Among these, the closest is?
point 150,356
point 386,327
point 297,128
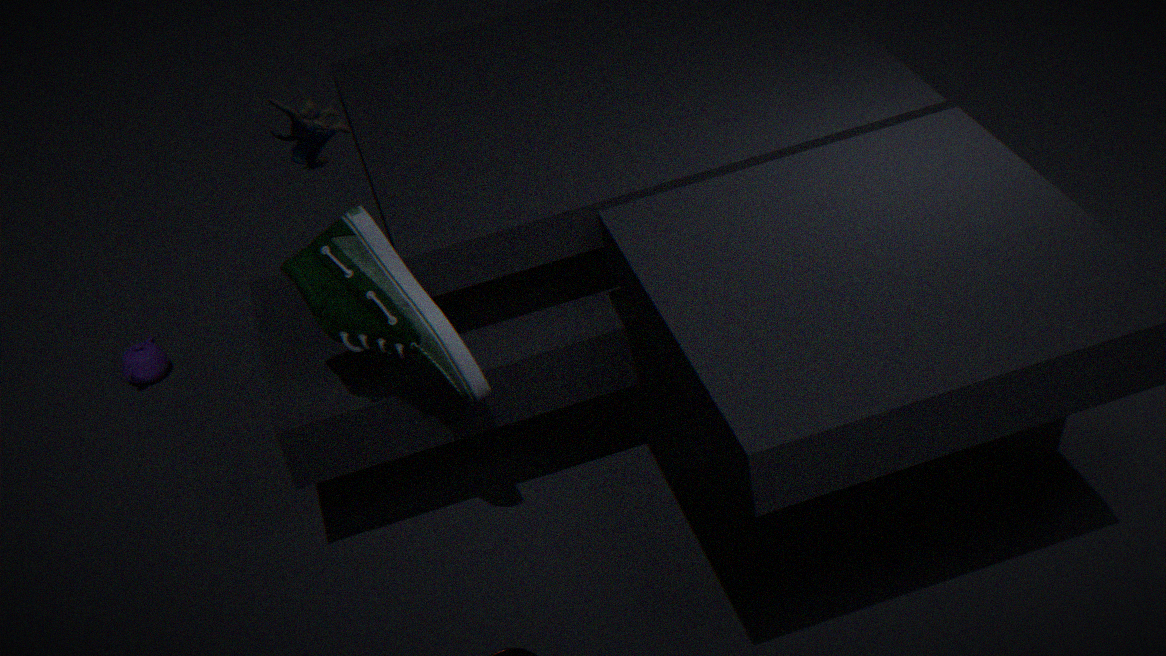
point 386,327
